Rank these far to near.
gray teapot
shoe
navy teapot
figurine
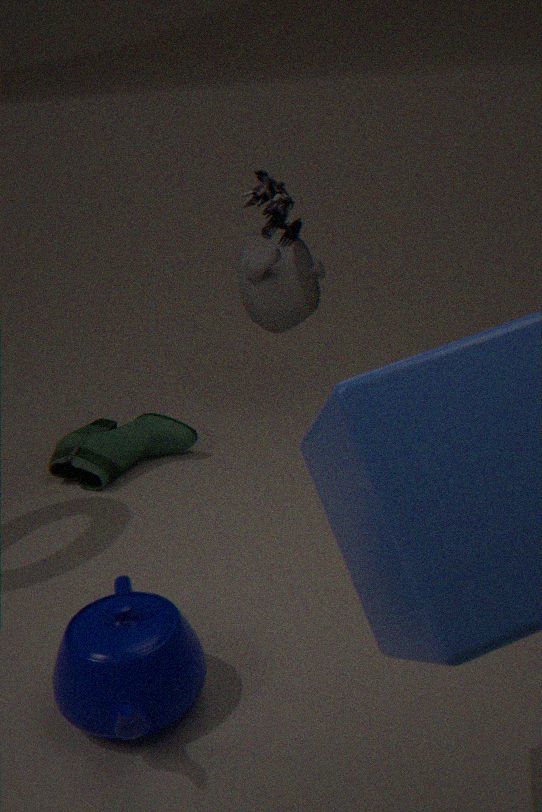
shoe → gray teapot → navy teapot → figurine
